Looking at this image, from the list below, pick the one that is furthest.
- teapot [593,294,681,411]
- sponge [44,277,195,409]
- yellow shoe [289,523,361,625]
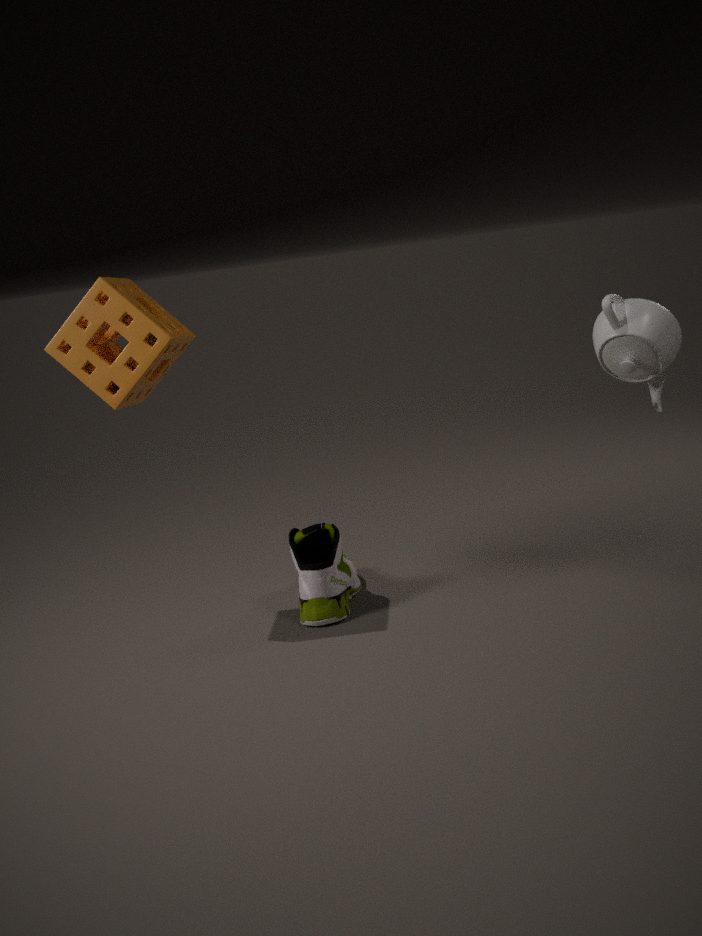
yellow shoe [289,523,361,625]
